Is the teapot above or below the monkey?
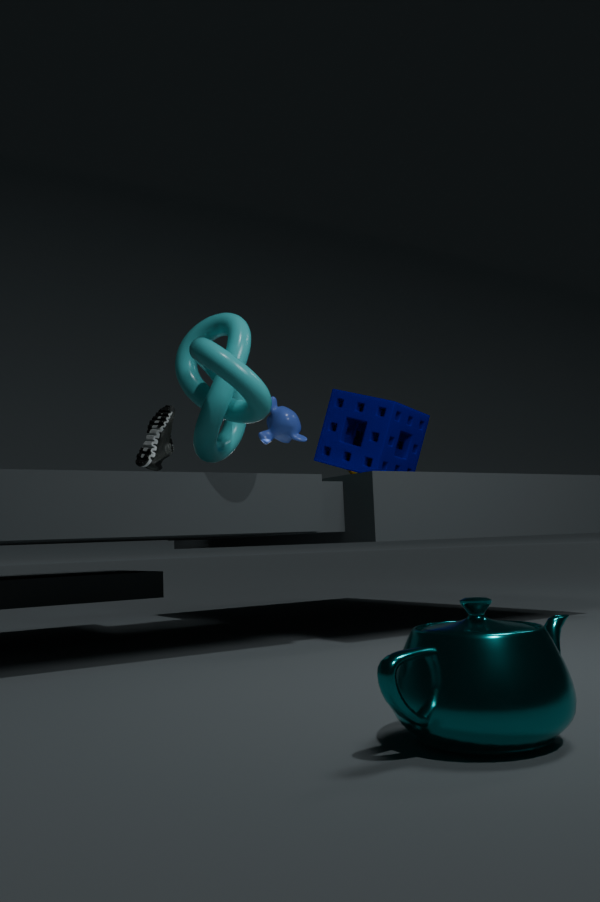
below
